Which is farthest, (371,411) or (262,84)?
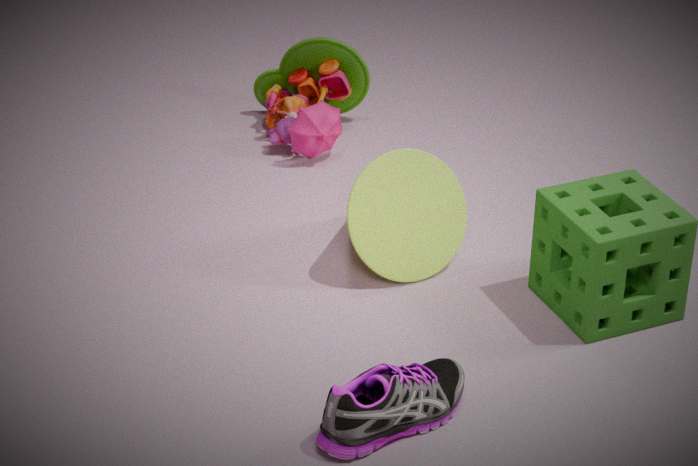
(262,84)
